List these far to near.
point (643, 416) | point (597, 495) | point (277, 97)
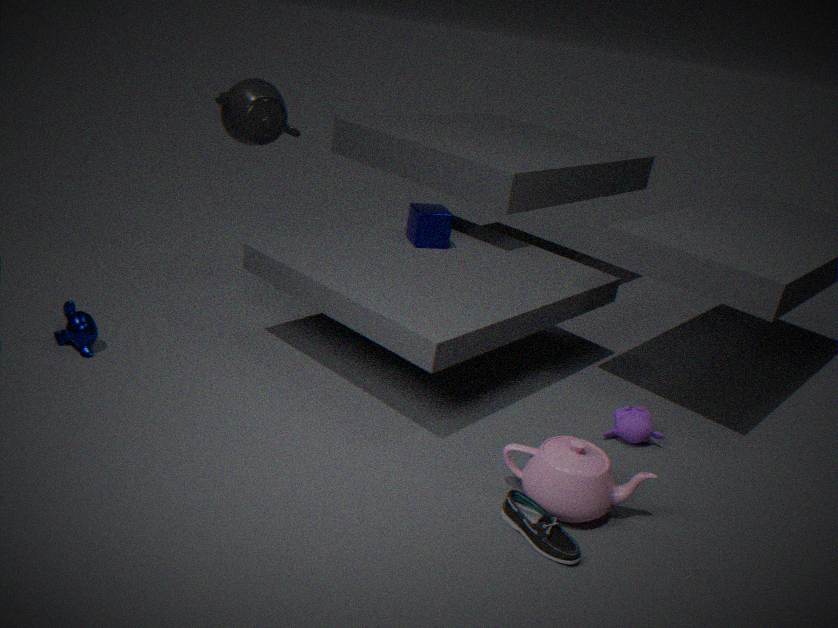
point (277, 97) < point (643, 416) < point (597, 495)
